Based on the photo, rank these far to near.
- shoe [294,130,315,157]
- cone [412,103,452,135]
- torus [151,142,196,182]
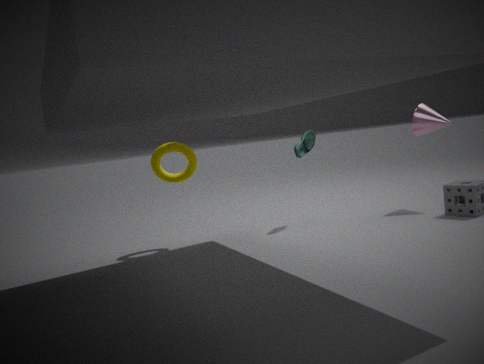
cone [412,103,452,135] → shoe [294,130,315,157] → torus [151,142,196,182]
